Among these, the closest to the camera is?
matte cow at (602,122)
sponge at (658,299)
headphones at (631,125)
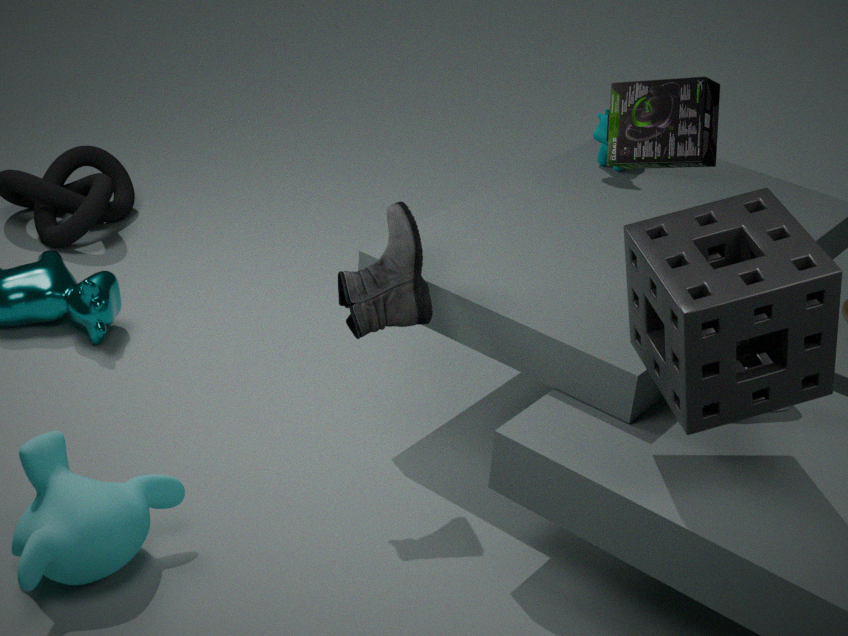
sponge at (658,299)
